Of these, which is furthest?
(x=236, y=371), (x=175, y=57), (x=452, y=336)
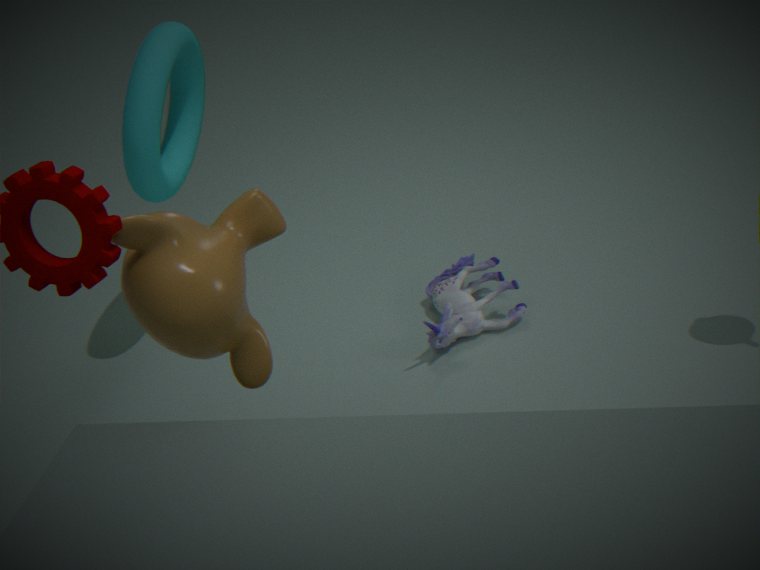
(x=452, y=336)
